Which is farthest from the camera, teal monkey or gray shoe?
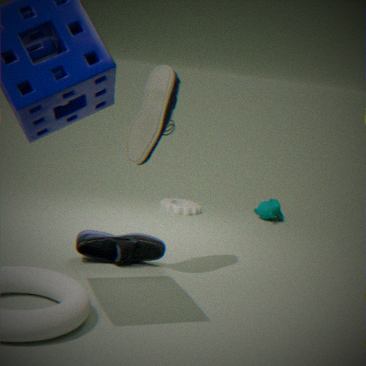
teal monkey
